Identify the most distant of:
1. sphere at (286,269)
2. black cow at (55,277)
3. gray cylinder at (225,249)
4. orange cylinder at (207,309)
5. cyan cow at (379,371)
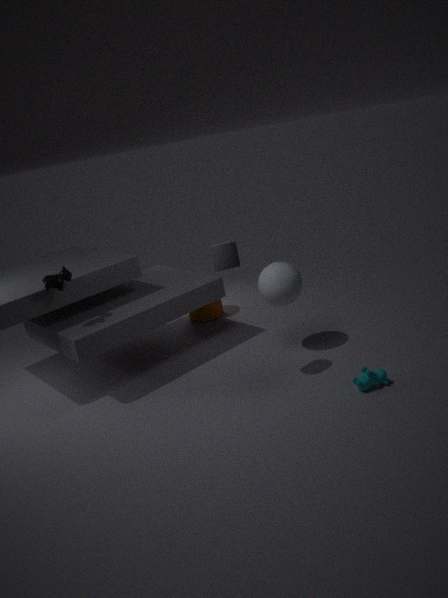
orange cylinder at (207,309)
